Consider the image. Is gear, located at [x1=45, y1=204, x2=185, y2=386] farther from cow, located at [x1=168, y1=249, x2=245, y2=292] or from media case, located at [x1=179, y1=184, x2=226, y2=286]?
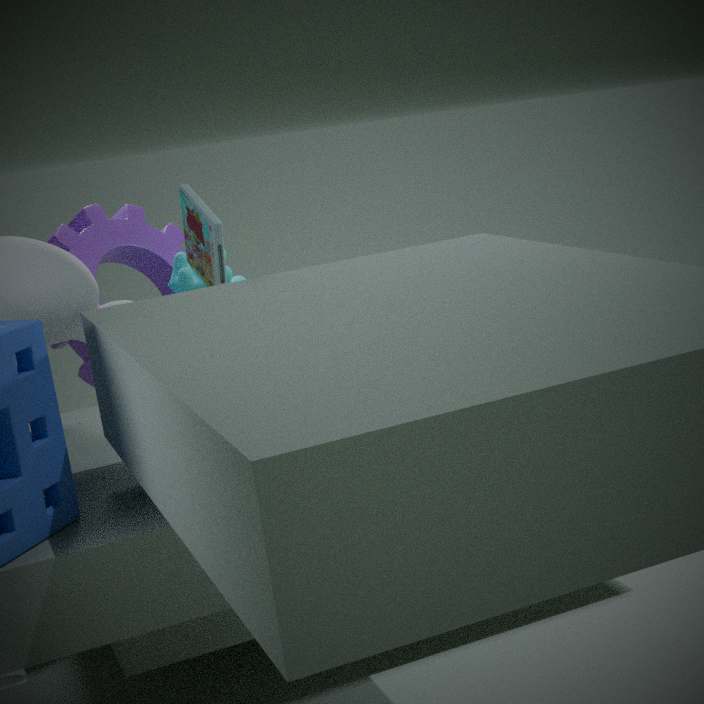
media case, located at [x1=179, y1=184, x2=226, y2=286]
